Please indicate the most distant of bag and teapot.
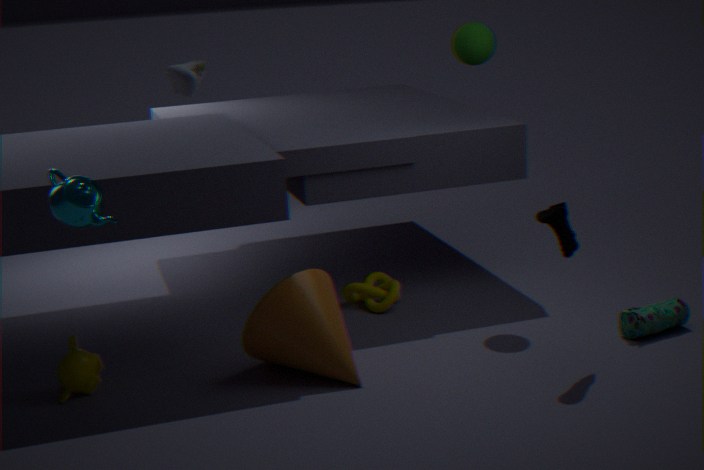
bag
